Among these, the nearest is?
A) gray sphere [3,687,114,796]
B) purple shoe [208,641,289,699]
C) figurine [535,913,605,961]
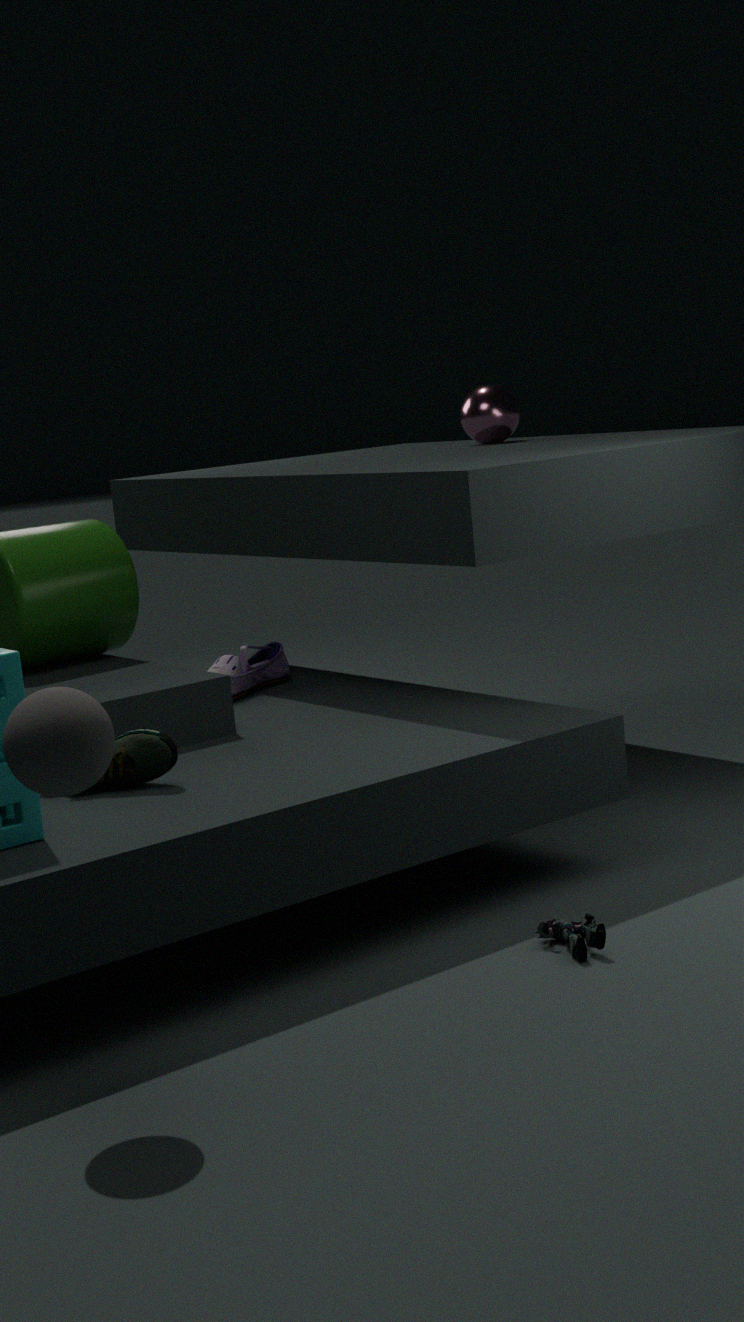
gray sphere [3,687,114,796]
